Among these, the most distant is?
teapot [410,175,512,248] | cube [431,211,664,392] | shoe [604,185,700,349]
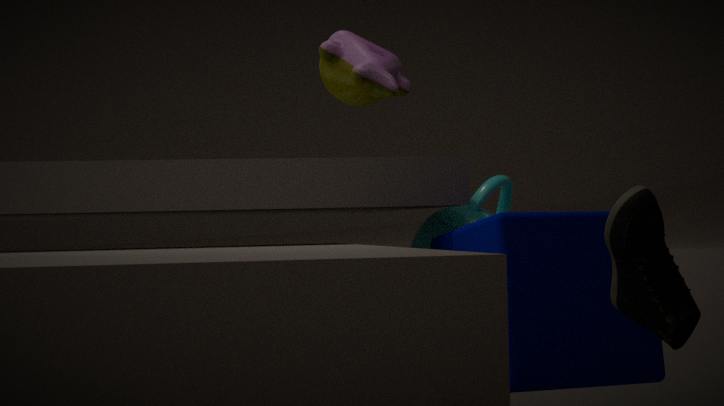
teapot [410,175,512,248]
